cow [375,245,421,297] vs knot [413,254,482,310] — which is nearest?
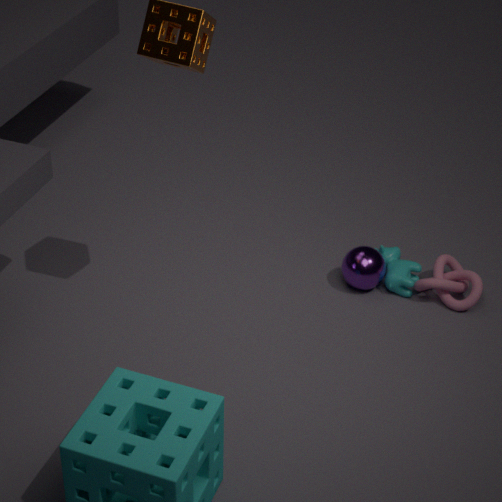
knot [413,254,482,310]
